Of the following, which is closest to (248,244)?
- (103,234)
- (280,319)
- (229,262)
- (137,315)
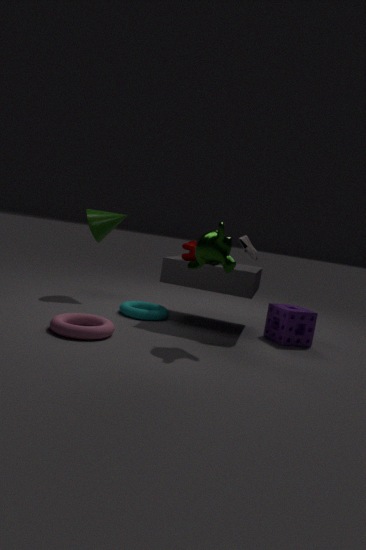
(229,262)
